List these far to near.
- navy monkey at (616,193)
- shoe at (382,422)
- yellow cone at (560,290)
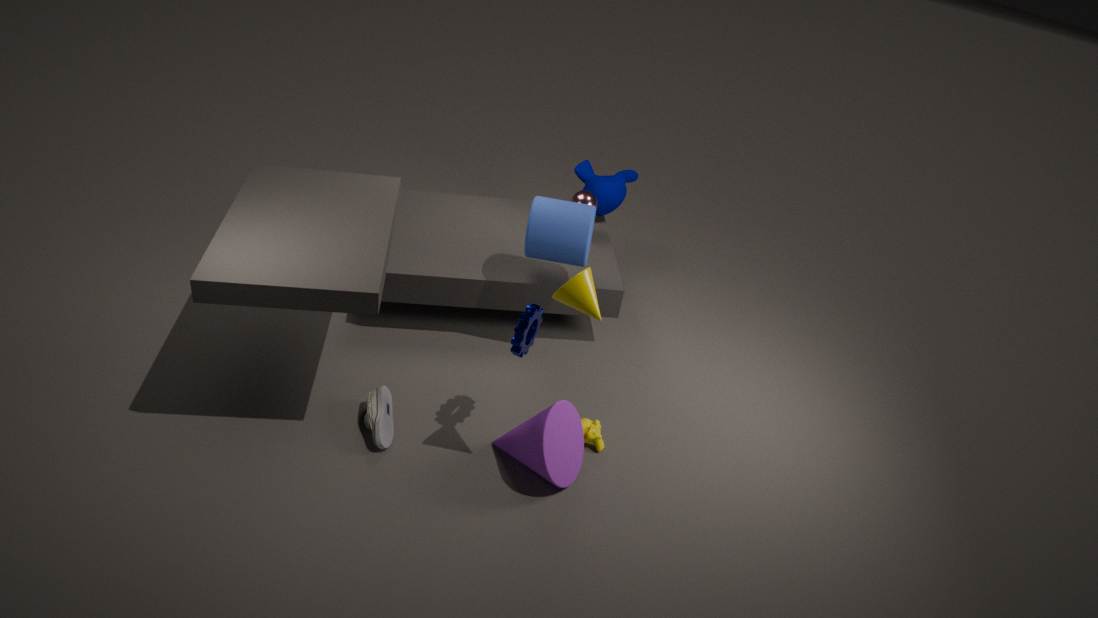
navy monkey at (616,193) < shoe at (382,422) < yellow cone at (560,290)
